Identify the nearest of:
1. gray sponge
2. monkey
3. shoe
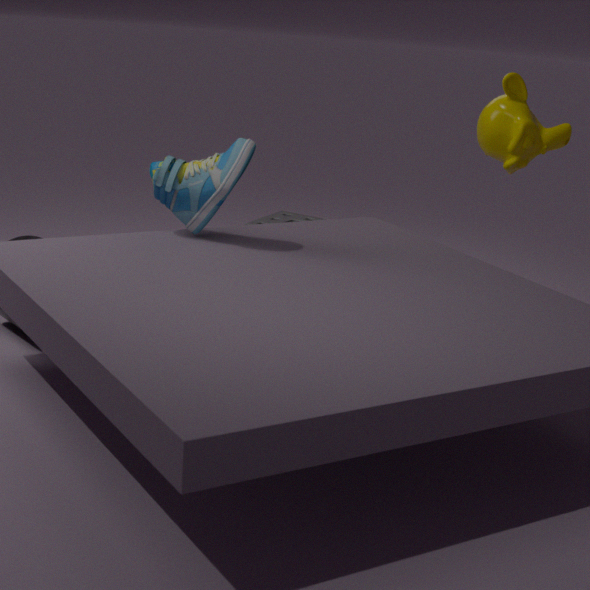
shoe
